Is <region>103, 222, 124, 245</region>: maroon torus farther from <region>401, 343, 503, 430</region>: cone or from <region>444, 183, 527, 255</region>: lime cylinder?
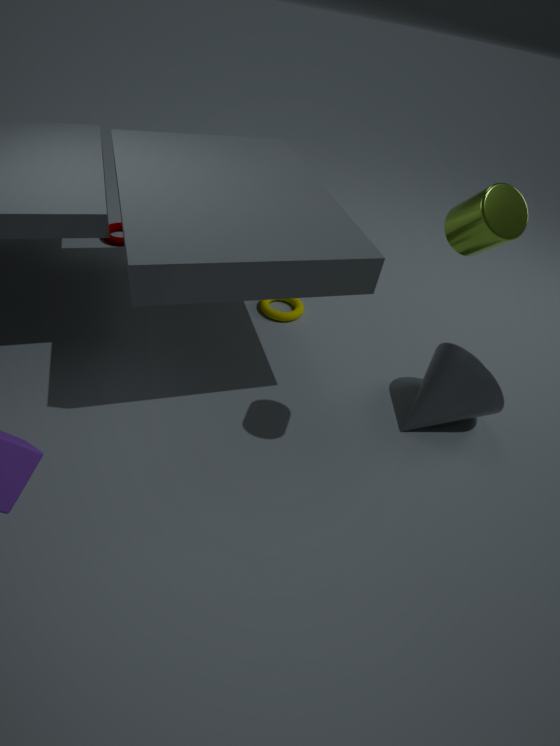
<region>444, 183, 527, 255</region>: lime cylinder
